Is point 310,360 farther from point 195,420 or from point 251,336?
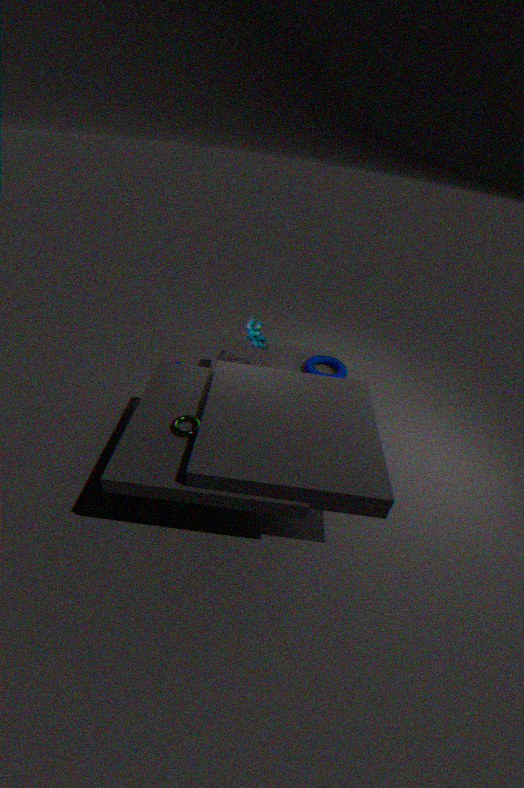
point 195,420
